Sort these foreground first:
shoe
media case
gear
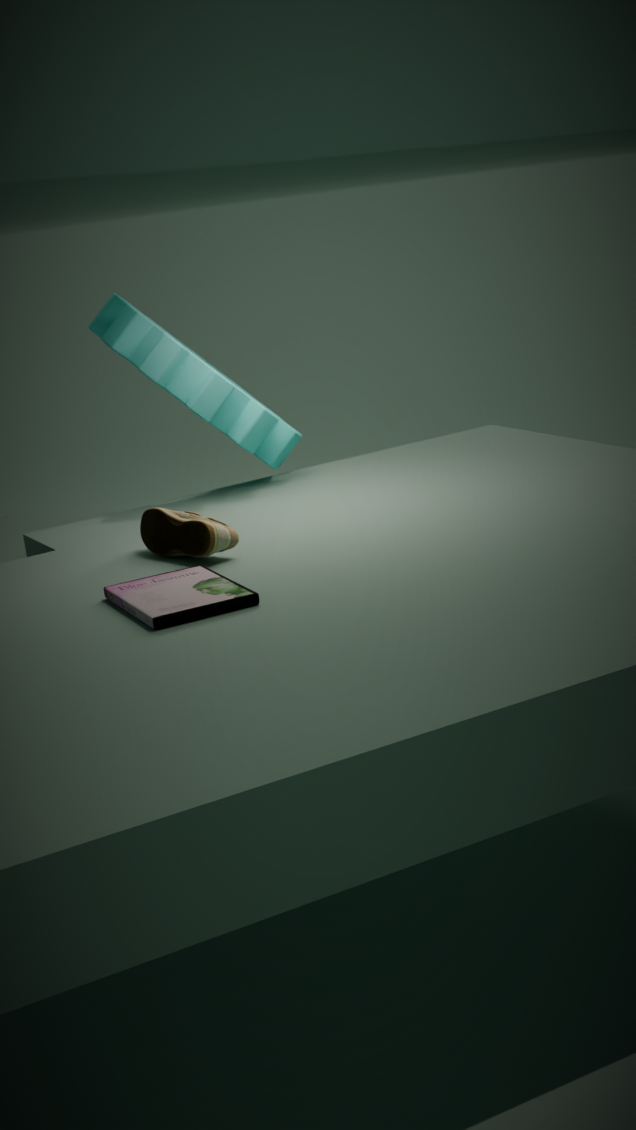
media case < shoe < gear
